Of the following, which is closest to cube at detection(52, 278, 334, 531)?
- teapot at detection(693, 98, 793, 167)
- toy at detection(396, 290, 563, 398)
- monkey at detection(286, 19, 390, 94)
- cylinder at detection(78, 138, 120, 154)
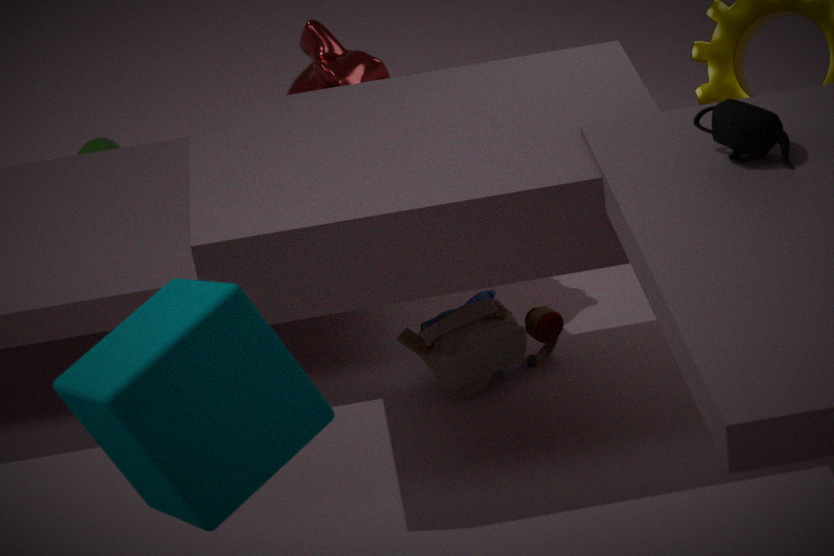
toy at detection(396, 290, 563, 398)
